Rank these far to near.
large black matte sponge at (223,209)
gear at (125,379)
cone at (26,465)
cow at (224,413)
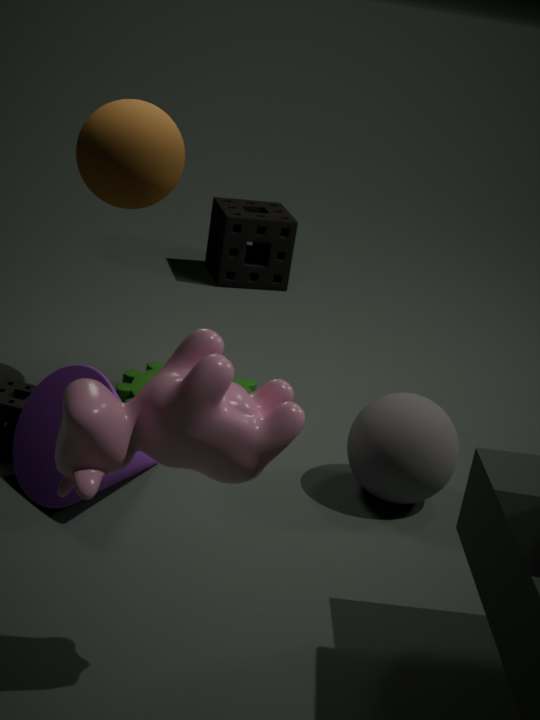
large black matte sponge at (223,209) < gear at (125,379) < cone at (26,465) < cow at (224,413)
